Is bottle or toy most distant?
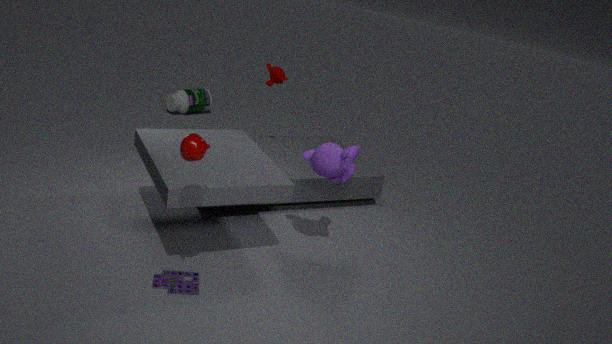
bottle
